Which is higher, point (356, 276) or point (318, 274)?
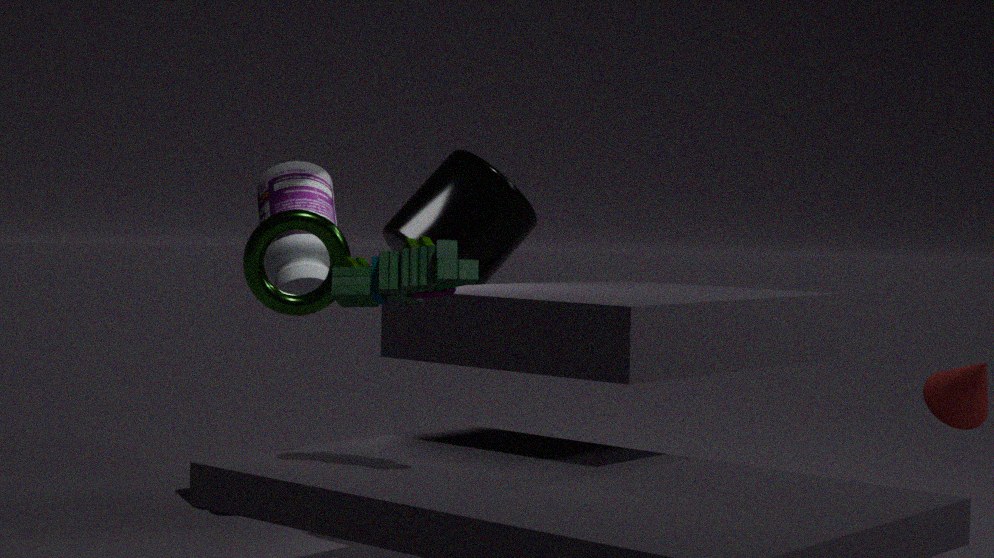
point (318, 274)
